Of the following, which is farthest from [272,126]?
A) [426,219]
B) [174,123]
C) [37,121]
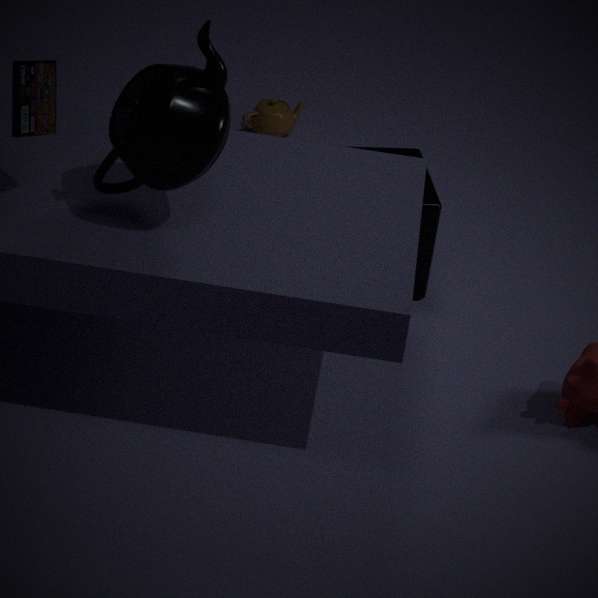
[37,121]
